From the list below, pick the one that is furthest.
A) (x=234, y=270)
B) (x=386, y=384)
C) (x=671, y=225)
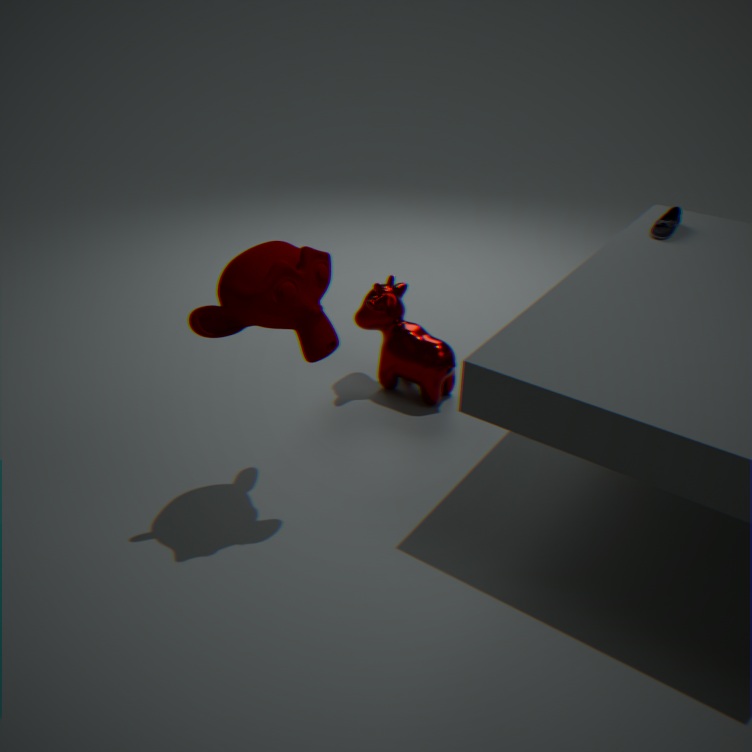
(x=386, y=384)
